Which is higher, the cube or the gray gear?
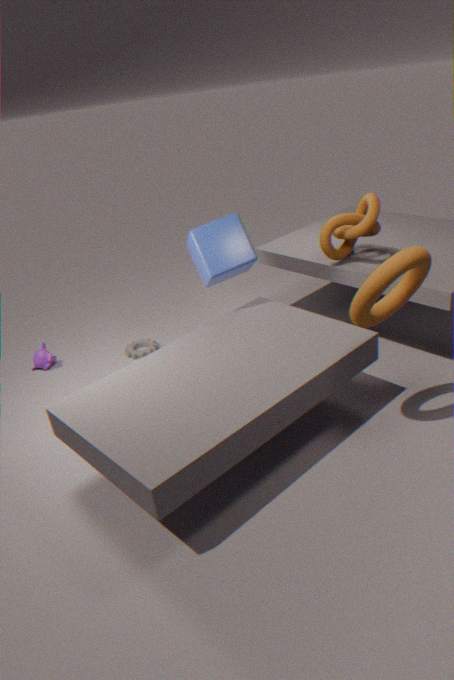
the cube
